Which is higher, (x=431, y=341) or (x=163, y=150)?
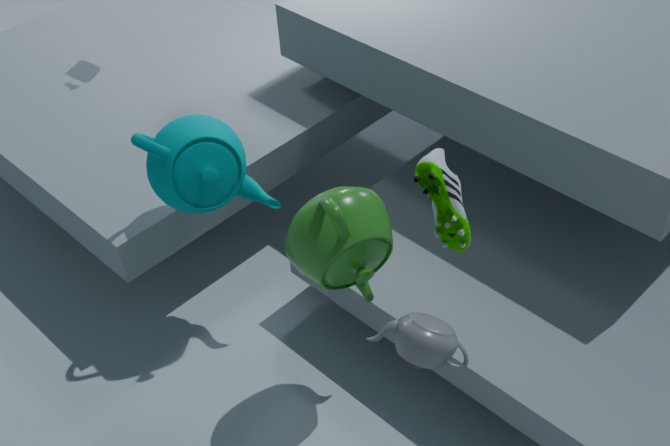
(x=431, y=341)
